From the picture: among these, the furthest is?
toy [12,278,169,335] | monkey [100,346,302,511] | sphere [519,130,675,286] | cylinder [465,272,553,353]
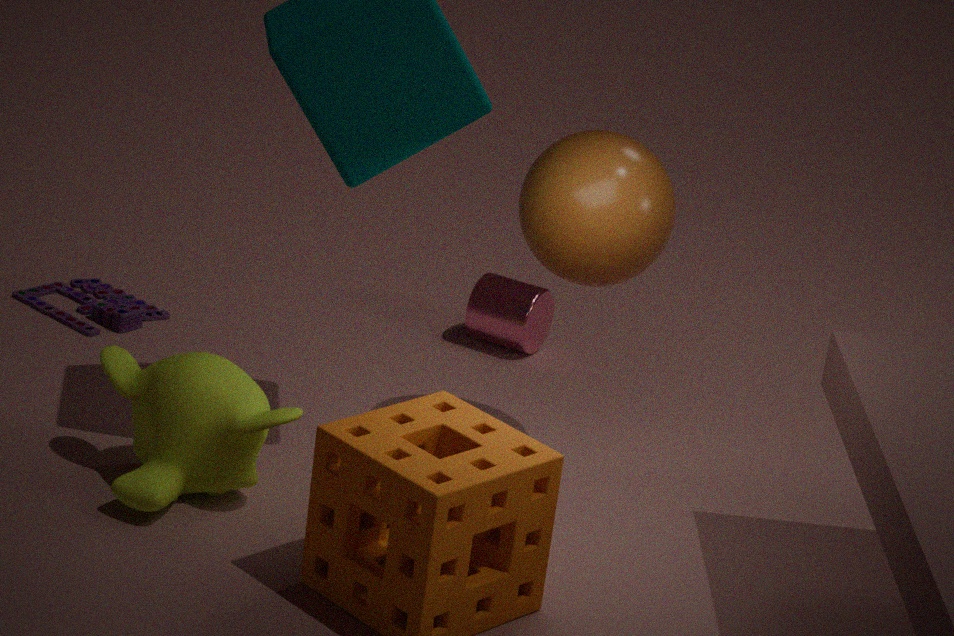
cylinder [465,272,553,353]
